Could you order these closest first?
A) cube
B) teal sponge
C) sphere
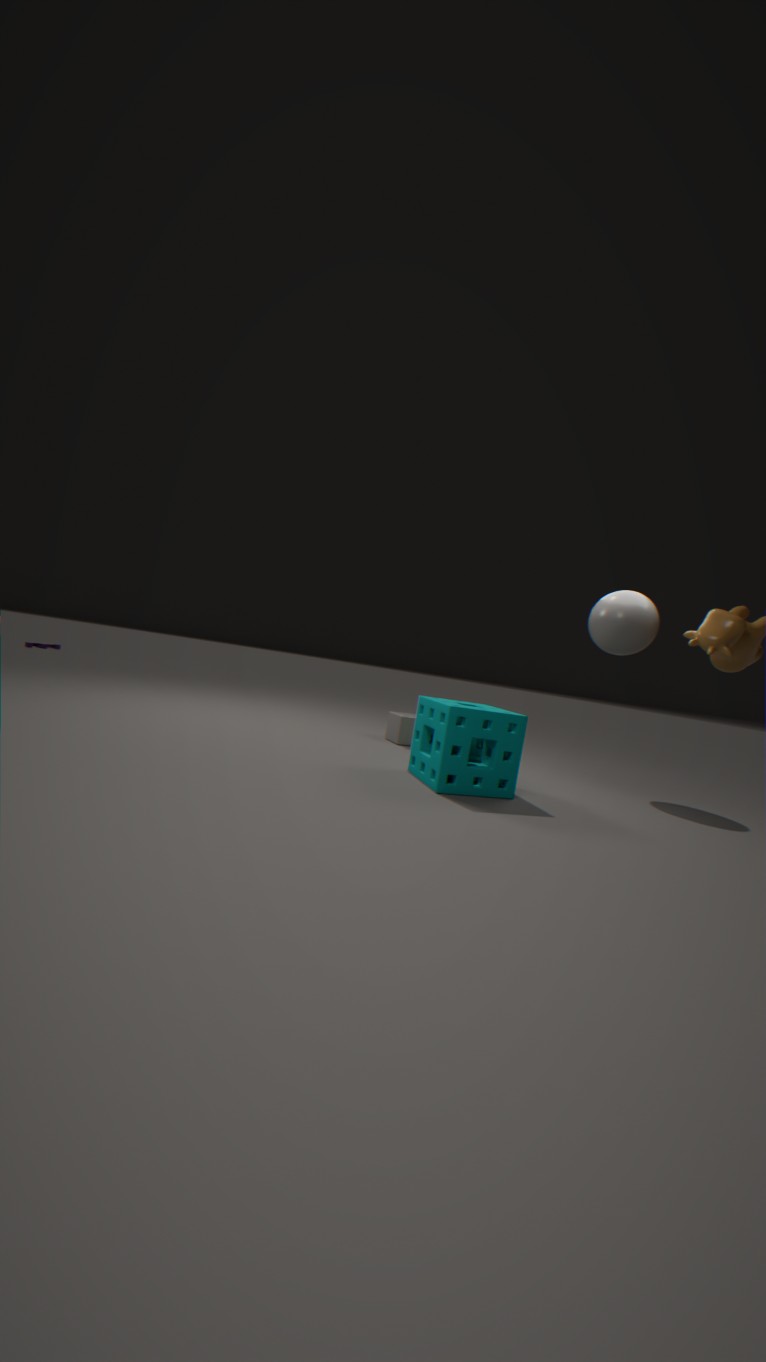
1. teal sponge
2. sphere
3. cube
